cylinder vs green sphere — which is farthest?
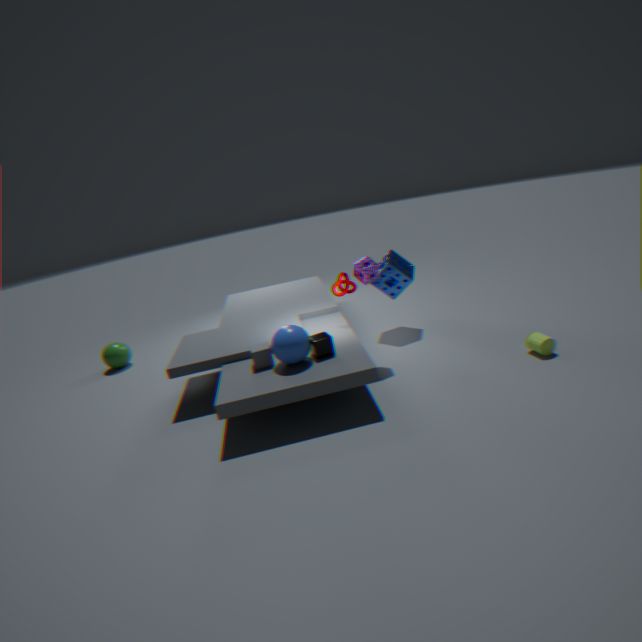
green sphere
